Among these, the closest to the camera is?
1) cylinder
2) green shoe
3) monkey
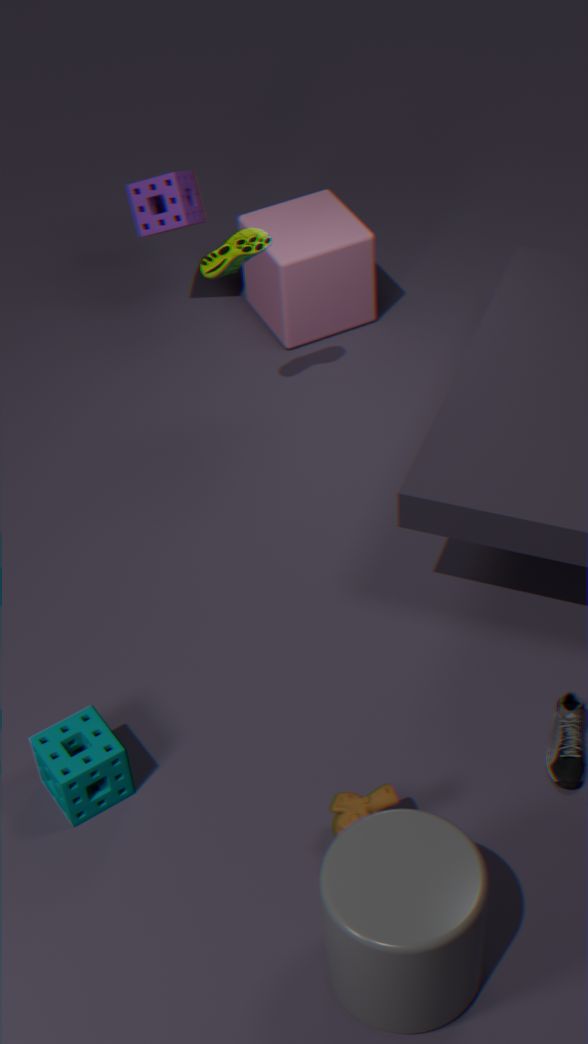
1. cylinder
